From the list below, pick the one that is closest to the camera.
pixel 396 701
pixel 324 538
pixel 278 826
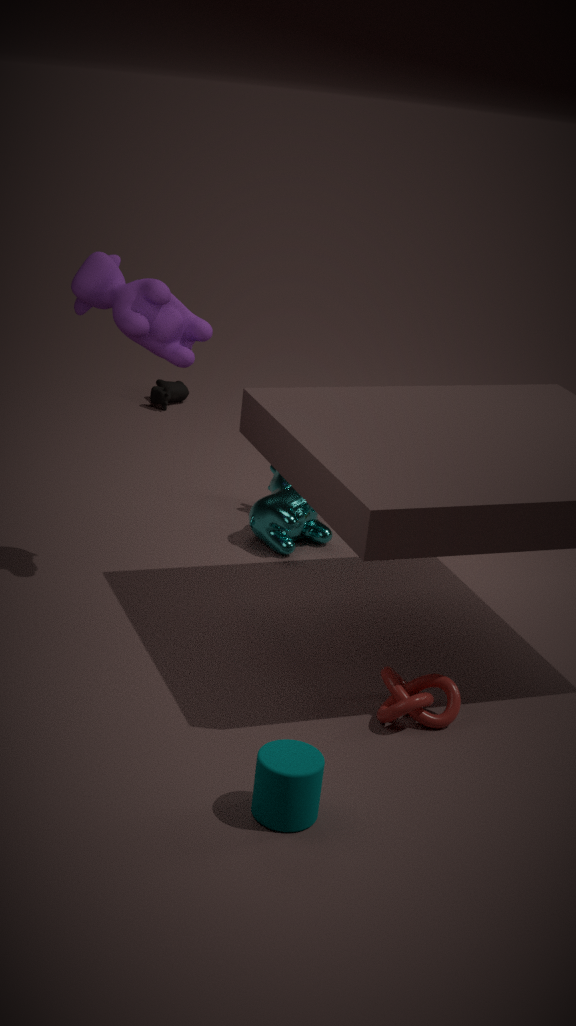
pixel 278 826
